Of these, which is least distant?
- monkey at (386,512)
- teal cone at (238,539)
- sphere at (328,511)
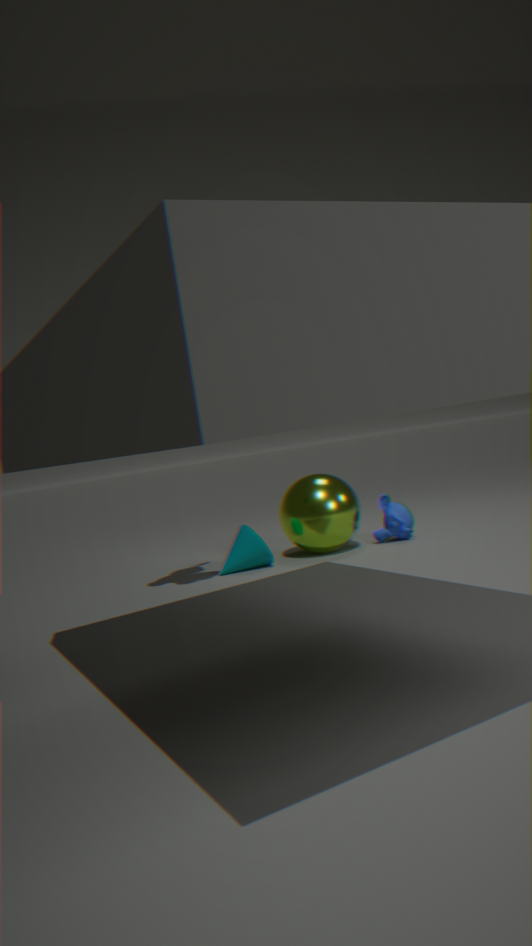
teal cone at (238,539)
